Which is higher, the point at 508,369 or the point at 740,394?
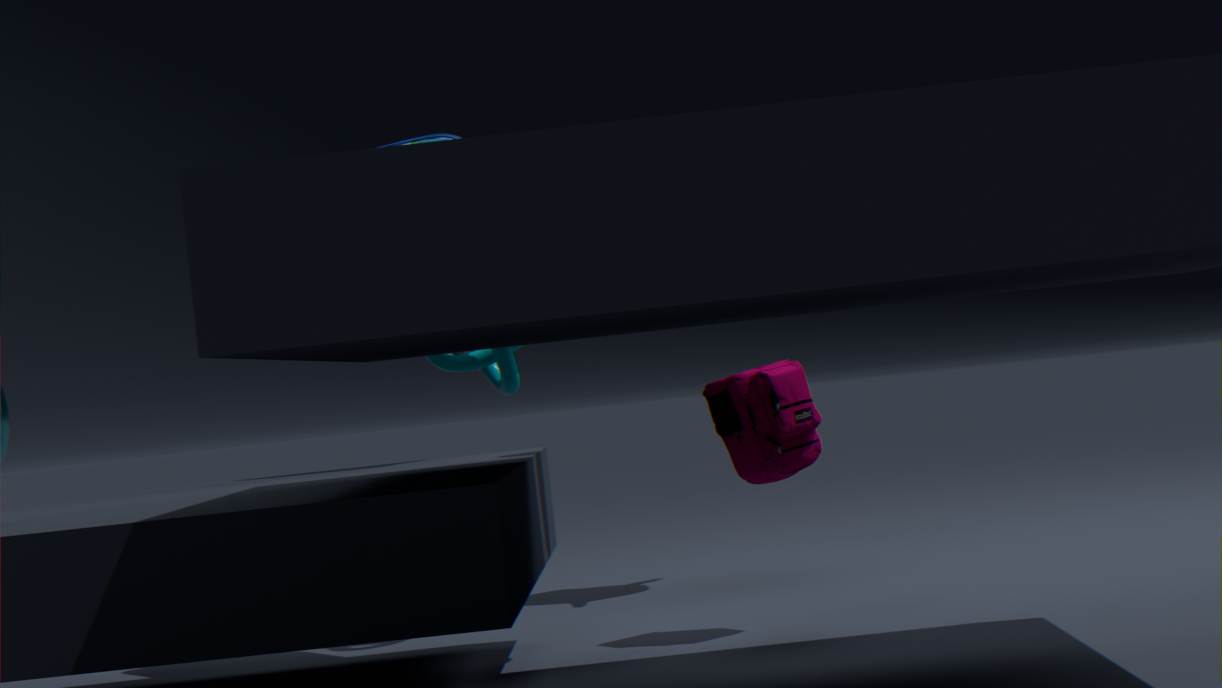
the point at 508,369
